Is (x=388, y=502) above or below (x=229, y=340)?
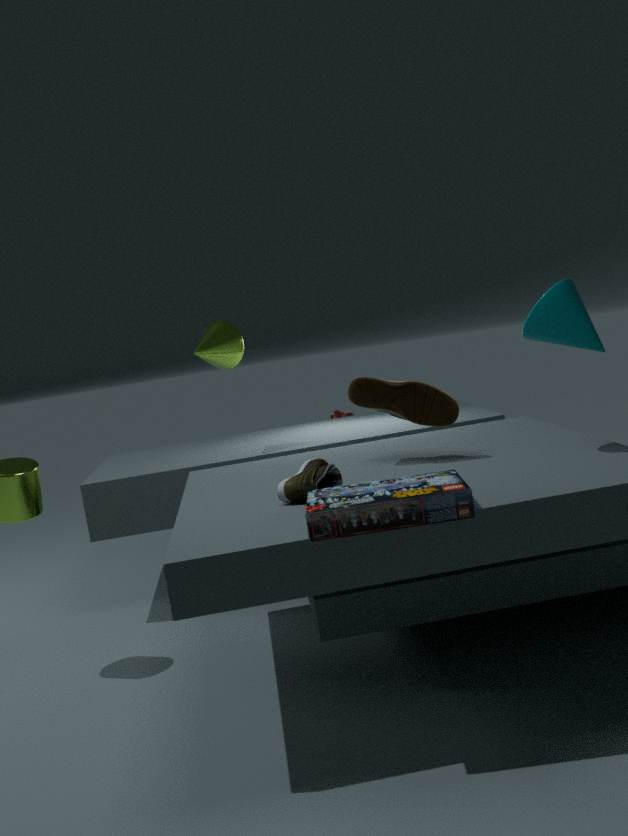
below
